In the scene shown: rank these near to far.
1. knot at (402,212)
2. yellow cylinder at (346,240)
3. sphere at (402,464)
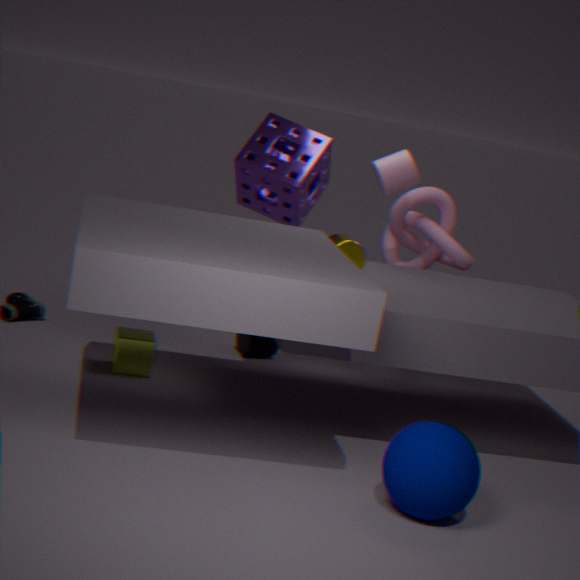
sphere at (402,464)
yellow cylinder at (346,240)
knot at (402,212)
